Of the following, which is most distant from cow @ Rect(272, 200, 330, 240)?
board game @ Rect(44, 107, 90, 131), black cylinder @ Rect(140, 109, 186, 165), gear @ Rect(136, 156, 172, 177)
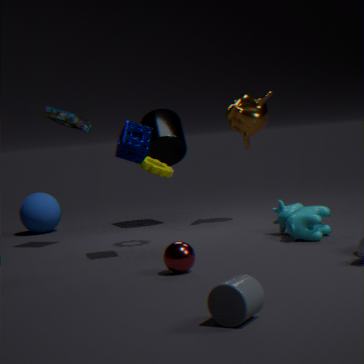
board game @ Rect(44, 107, 90, 131)
